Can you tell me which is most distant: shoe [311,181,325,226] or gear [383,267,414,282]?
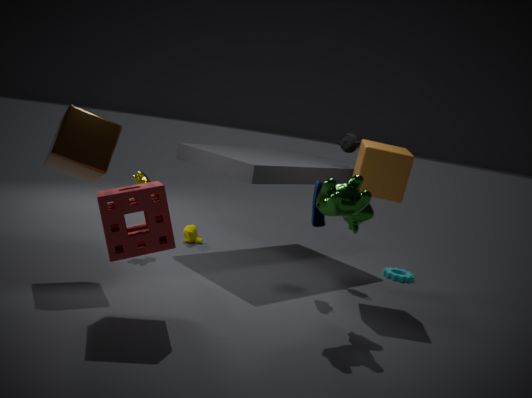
gear [383,267,414,282]
